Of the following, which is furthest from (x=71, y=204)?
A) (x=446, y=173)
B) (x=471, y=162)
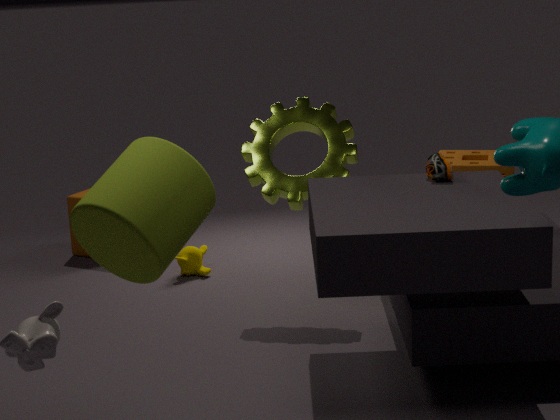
(x=446, y=173)
